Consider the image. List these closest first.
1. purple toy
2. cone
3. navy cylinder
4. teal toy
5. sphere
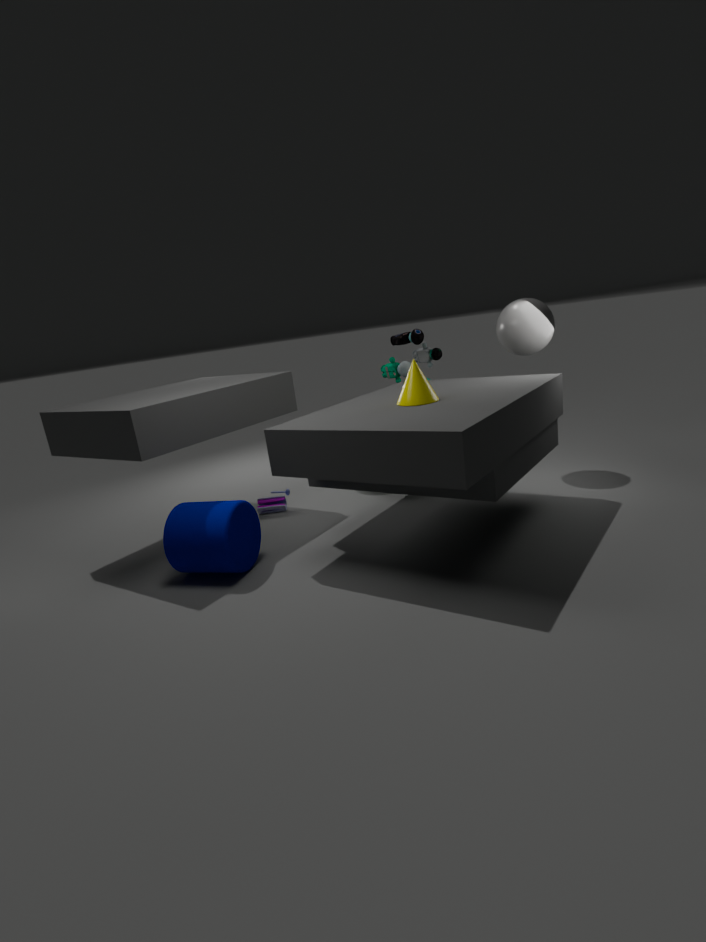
navy cylinder
cone
sphere
purple toy
teal toy
